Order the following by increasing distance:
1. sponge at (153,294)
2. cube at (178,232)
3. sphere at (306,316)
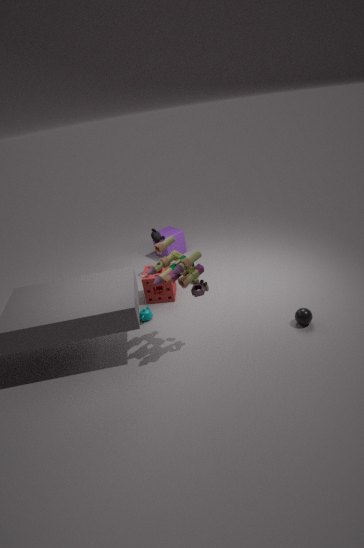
sphere at (306,316) → sponge at (153,294) → cube at (178,232)
